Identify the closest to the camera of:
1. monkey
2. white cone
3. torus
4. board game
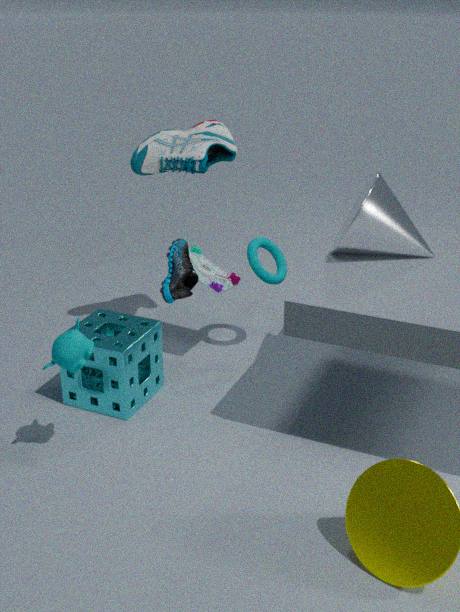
monkey
